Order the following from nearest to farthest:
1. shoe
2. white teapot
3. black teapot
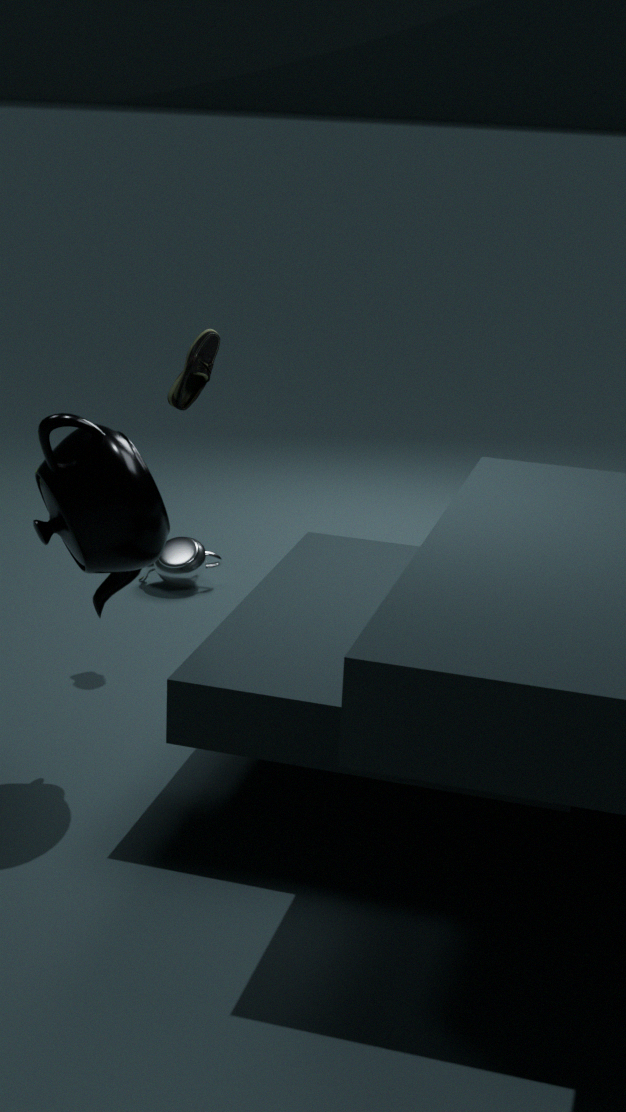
1. black teapot
2. shoe
3. white teapot
